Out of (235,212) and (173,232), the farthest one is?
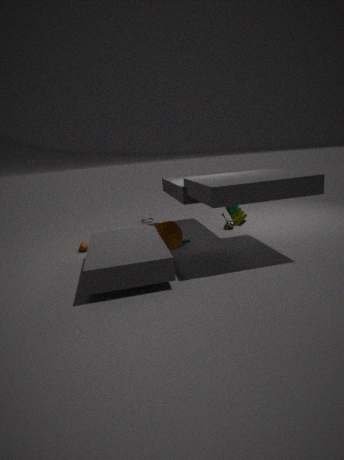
(173,232)
